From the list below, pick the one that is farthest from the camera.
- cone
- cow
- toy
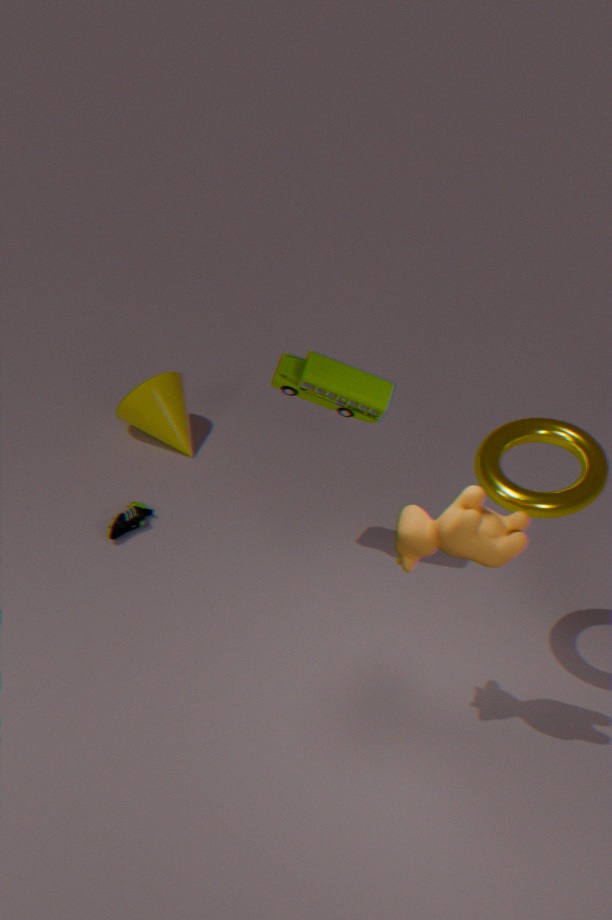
cone
